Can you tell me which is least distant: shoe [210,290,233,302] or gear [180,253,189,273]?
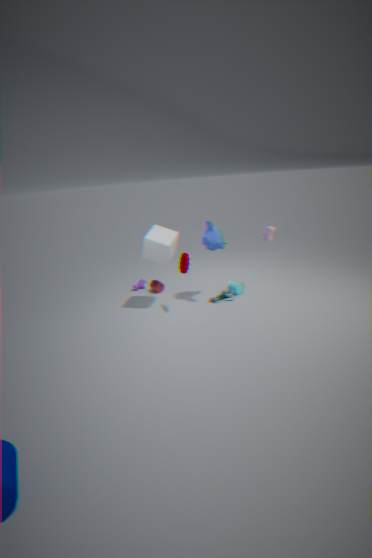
gear [180,253,189,273]
